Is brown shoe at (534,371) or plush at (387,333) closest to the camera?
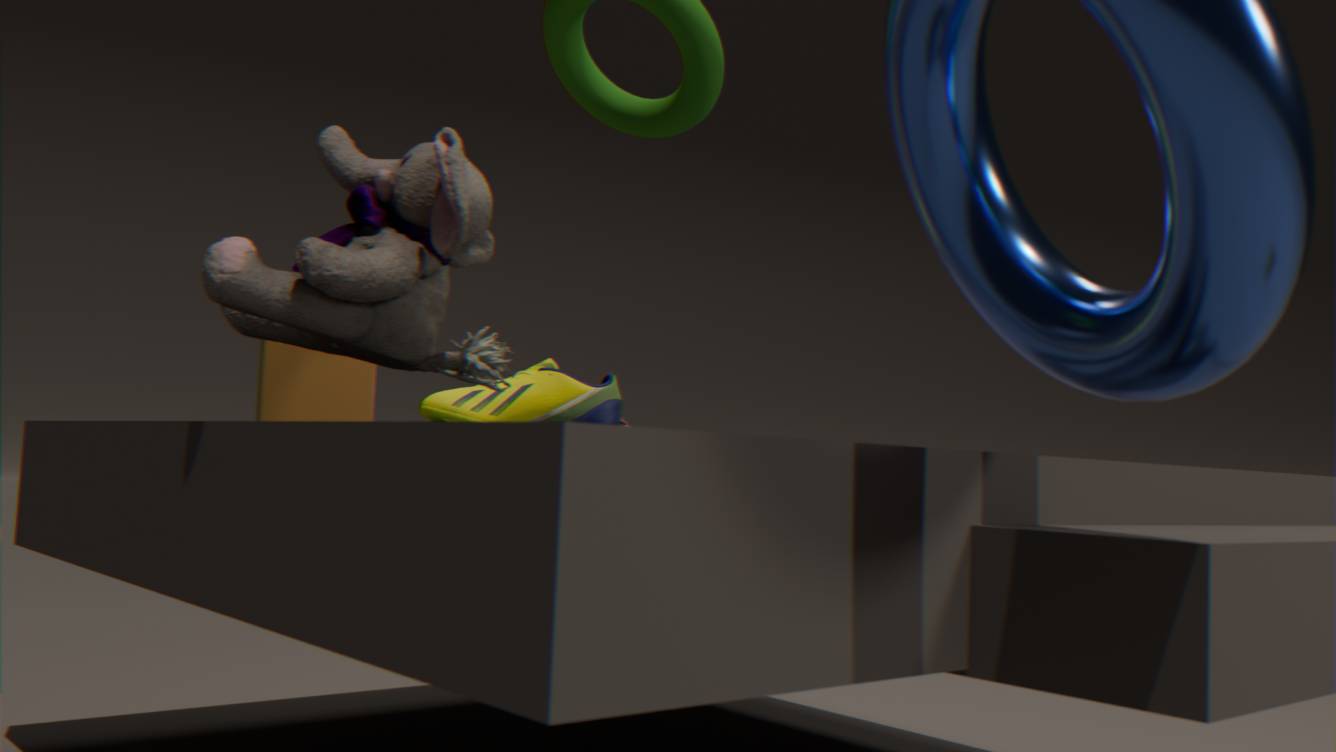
plush at (387,333)
